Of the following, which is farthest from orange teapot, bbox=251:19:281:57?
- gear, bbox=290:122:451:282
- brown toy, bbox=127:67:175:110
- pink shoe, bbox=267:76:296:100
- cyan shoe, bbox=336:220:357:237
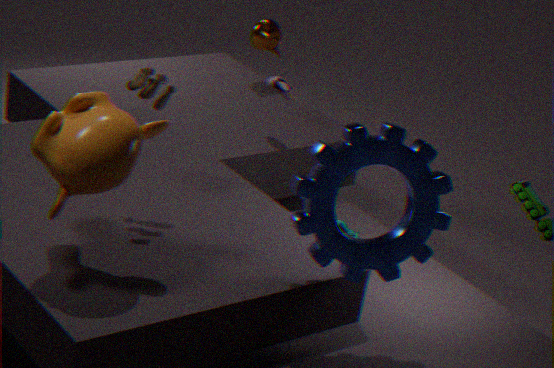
gear, bbox=290:122:451:282
